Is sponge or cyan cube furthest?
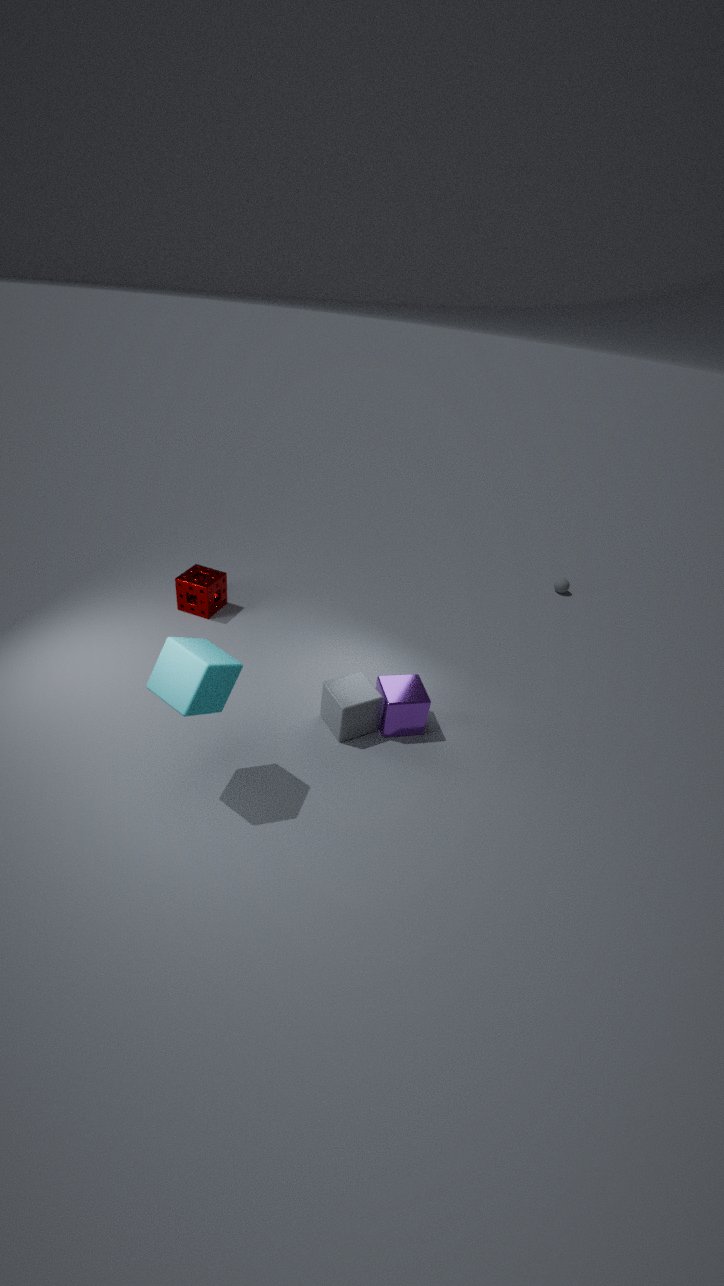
sponge
